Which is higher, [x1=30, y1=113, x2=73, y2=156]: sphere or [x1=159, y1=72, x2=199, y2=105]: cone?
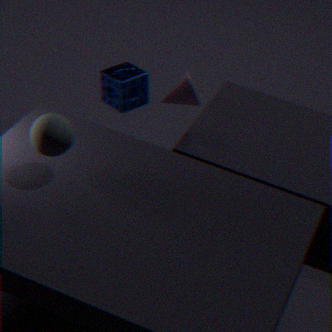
[x1=30, y1=113, x2=73, y2=156]: sphere
